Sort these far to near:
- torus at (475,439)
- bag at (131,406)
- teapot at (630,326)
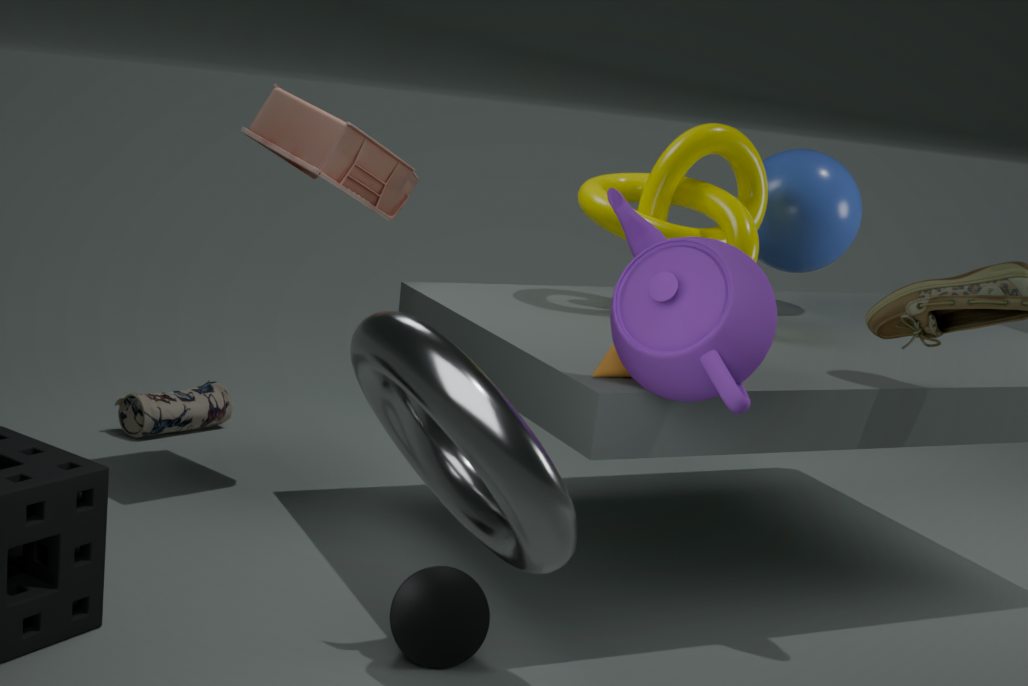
1. bag at (131,406)
2. teapot at (630,326)
3. torus at (475,439)
